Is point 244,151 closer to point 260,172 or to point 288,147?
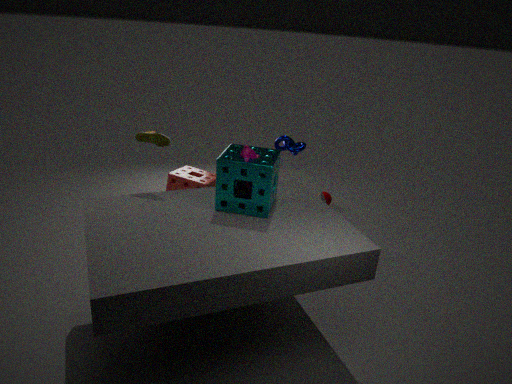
point 260,172
